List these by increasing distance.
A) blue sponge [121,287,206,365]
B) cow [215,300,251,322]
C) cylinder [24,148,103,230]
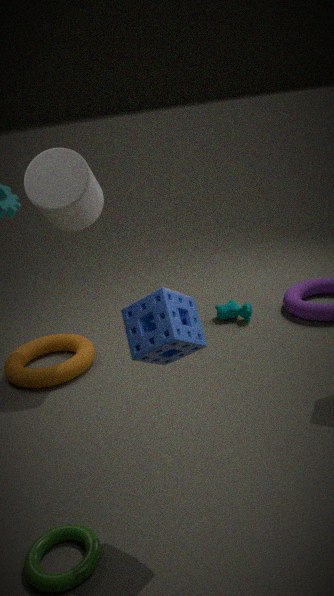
blue sponge [121,287,206,365]
cylinder [24,148,103,230]
cow [215,300,251,322]
